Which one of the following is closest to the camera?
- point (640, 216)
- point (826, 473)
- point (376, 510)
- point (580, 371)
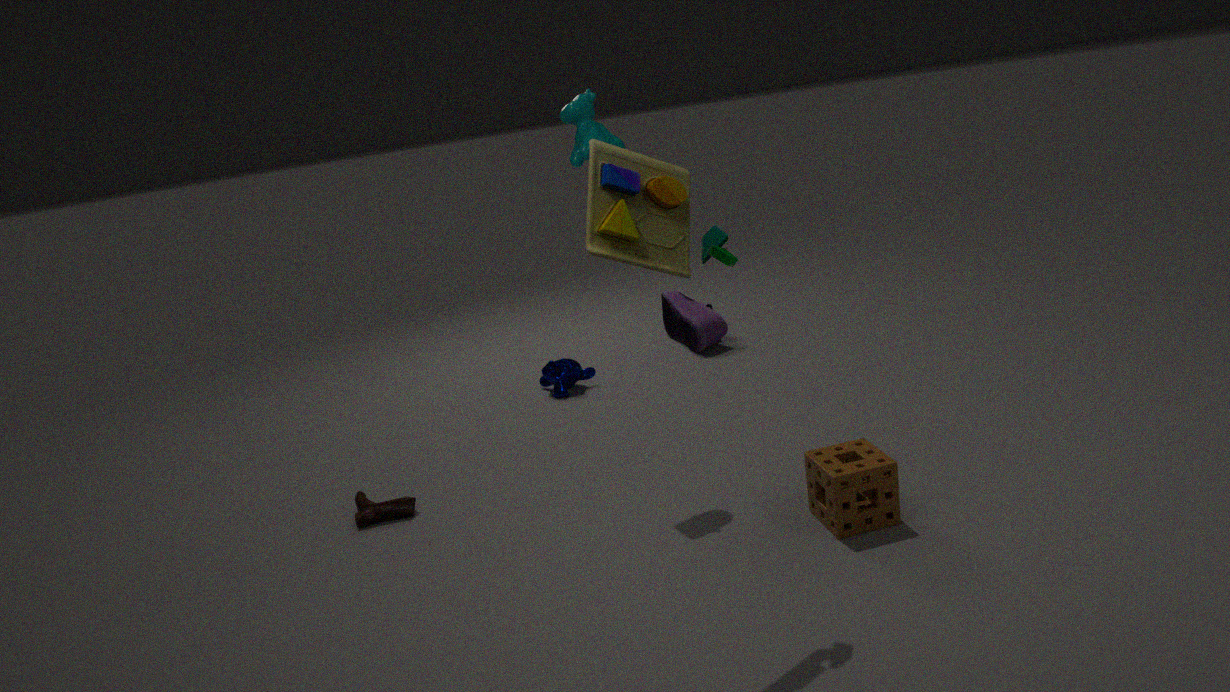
point (640, 216)
